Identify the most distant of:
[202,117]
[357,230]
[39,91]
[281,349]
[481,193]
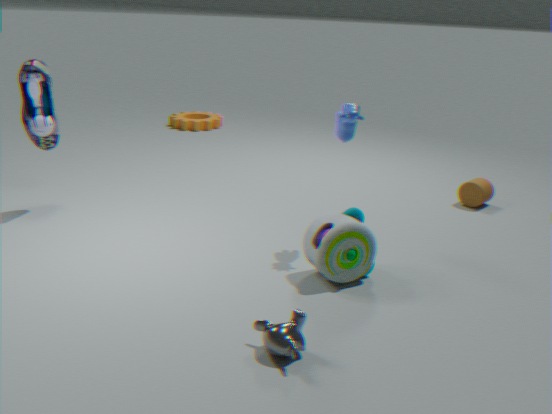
[202,117]
